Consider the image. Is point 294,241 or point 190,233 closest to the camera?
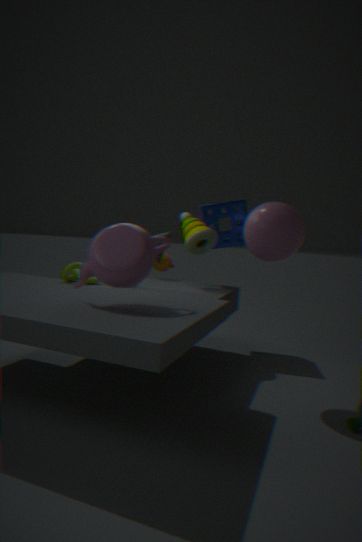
point 294,241
